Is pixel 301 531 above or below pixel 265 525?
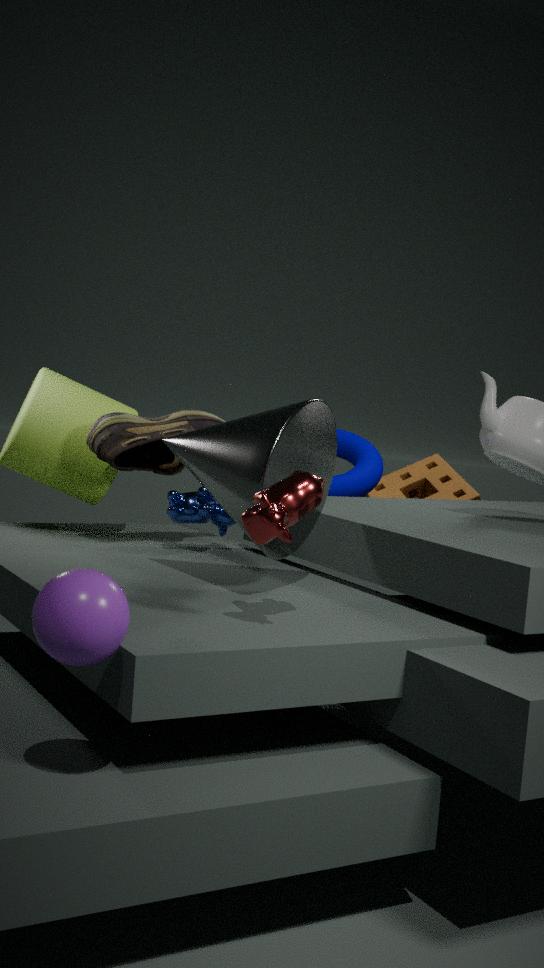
above
